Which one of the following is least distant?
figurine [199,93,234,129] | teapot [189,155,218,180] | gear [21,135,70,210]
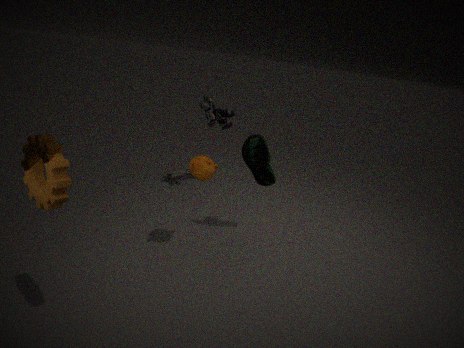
gear [21,135,70,210]
